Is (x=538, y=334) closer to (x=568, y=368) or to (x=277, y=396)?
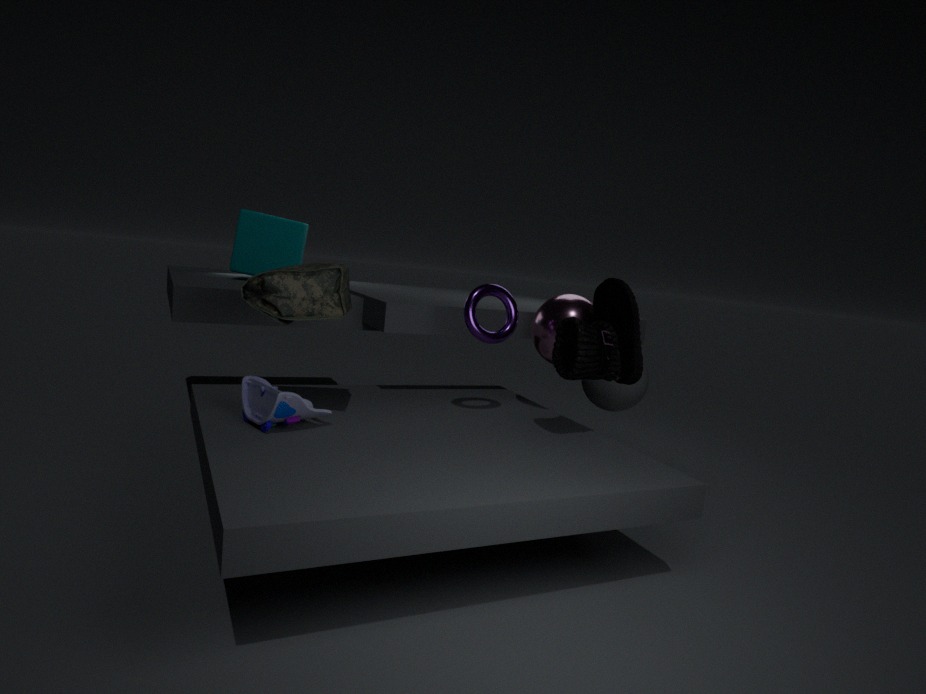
(x=568, y=368)
